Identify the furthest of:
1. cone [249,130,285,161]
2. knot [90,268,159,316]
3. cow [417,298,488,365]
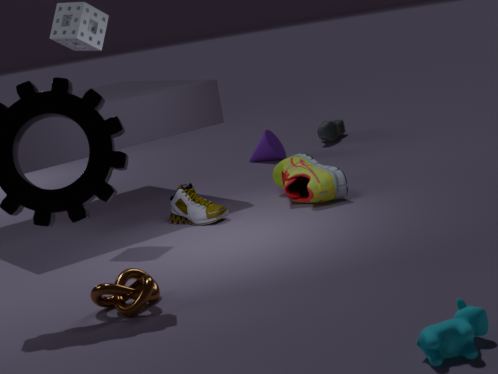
cone [249,130,285,161]
